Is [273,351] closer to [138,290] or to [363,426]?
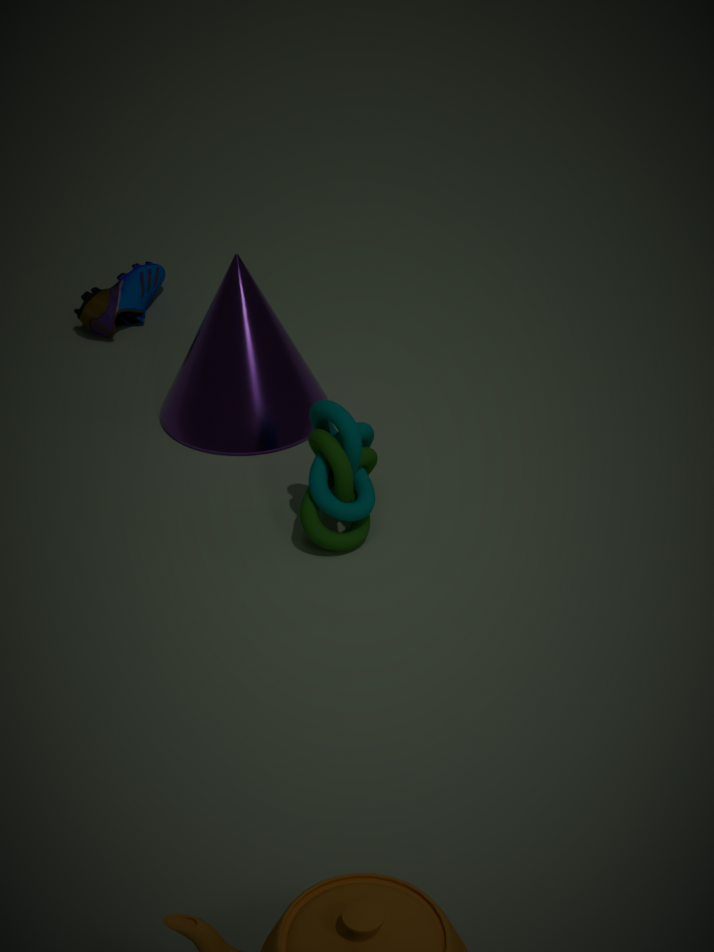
[363,426]
